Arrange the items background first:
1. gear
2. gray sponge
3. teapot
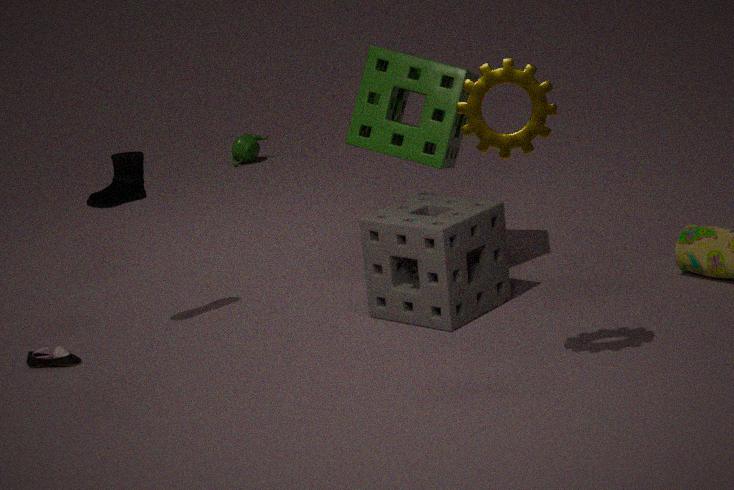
teapot < gray sponge < gear
